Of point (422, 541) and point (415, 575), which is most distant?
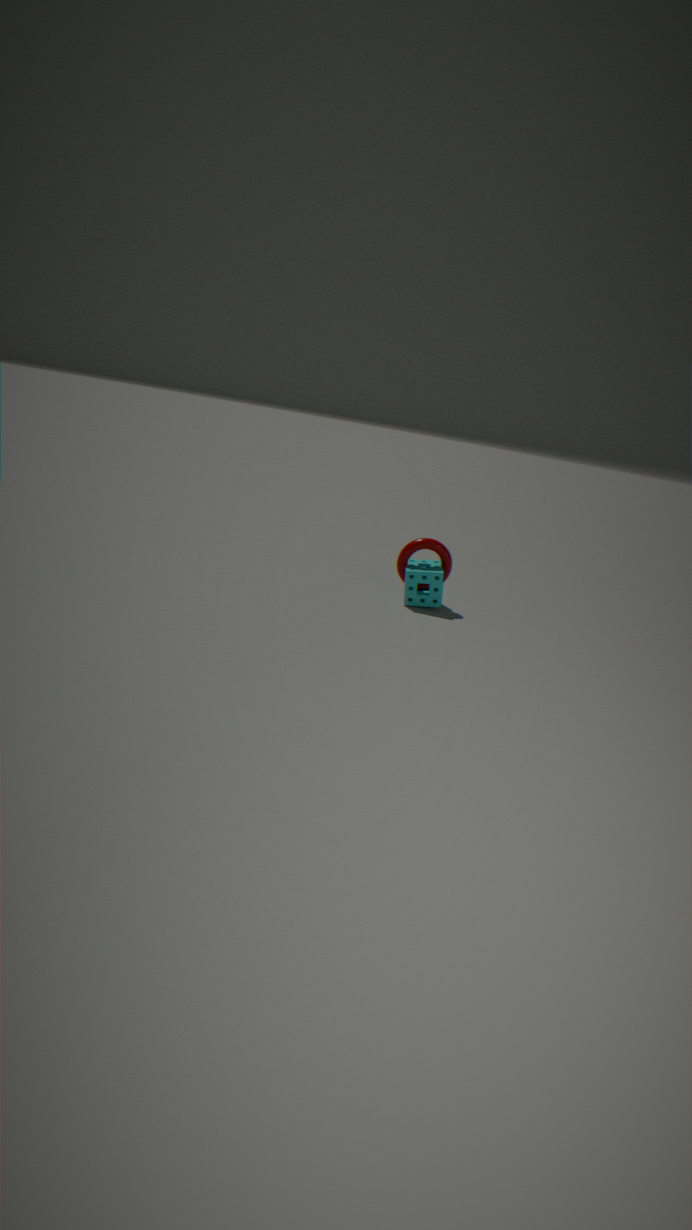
point (422, 541)
